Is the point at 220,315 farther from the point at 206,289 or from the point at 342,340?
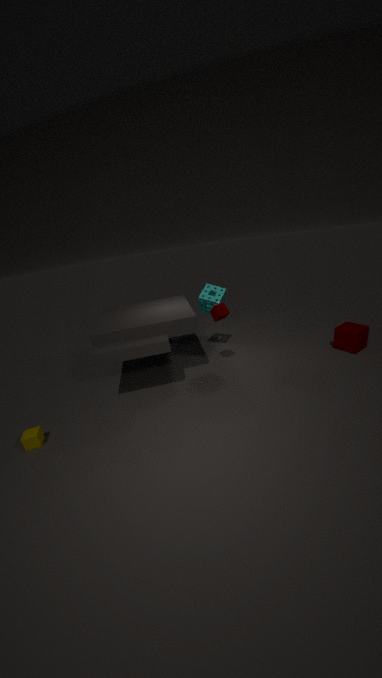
the point at 342,340
